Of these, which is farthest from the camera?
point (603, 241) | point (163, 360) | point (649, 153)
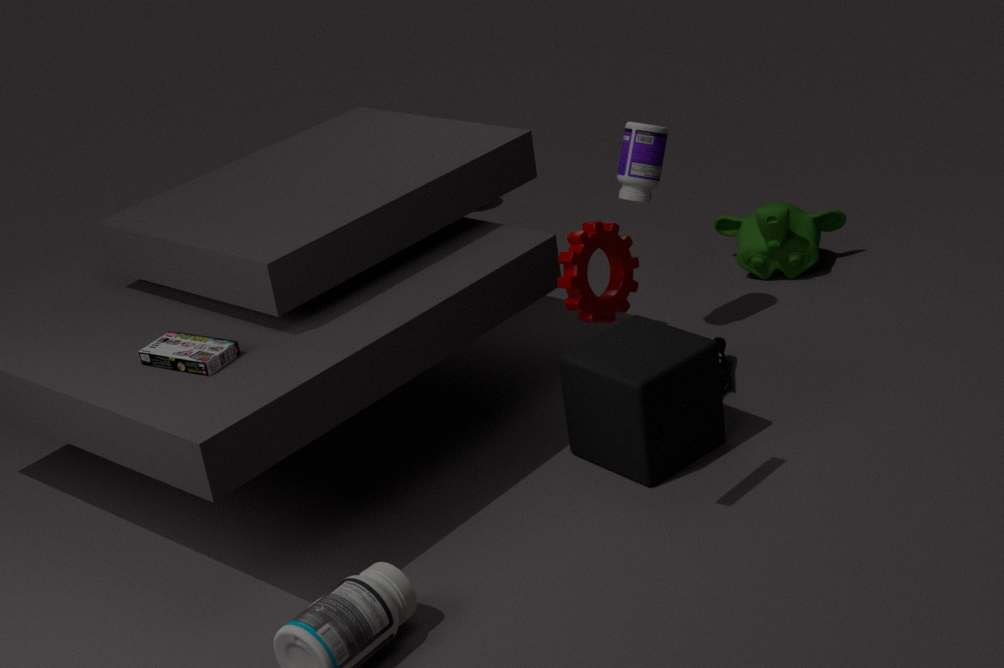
point (649, 153)
